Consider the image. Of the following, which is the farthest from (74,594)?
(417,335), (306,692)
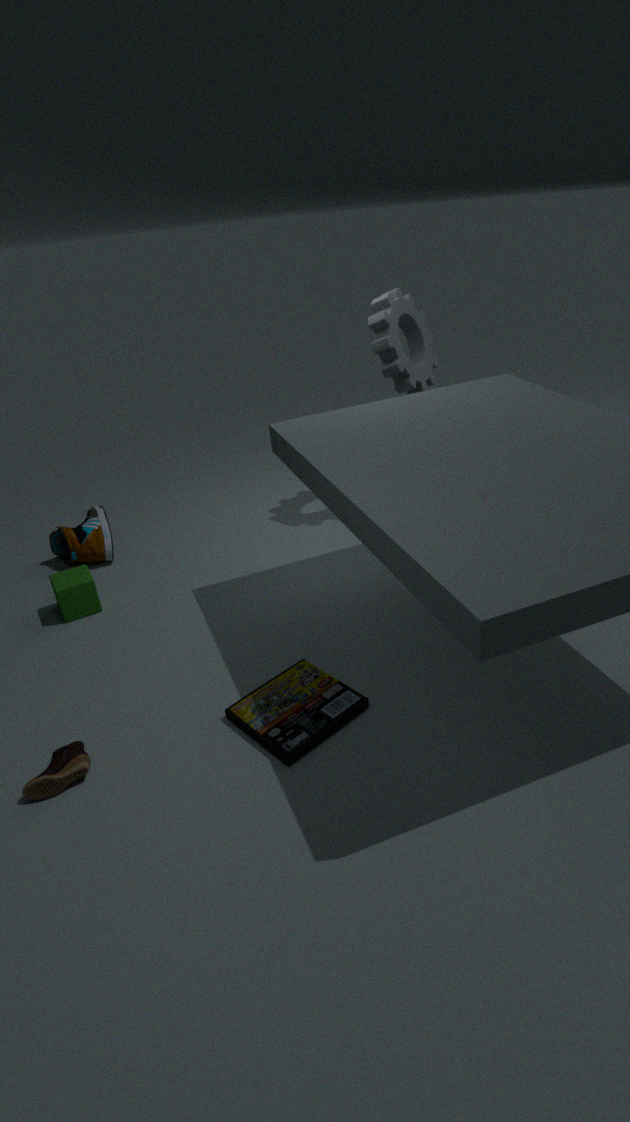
(417,335)
